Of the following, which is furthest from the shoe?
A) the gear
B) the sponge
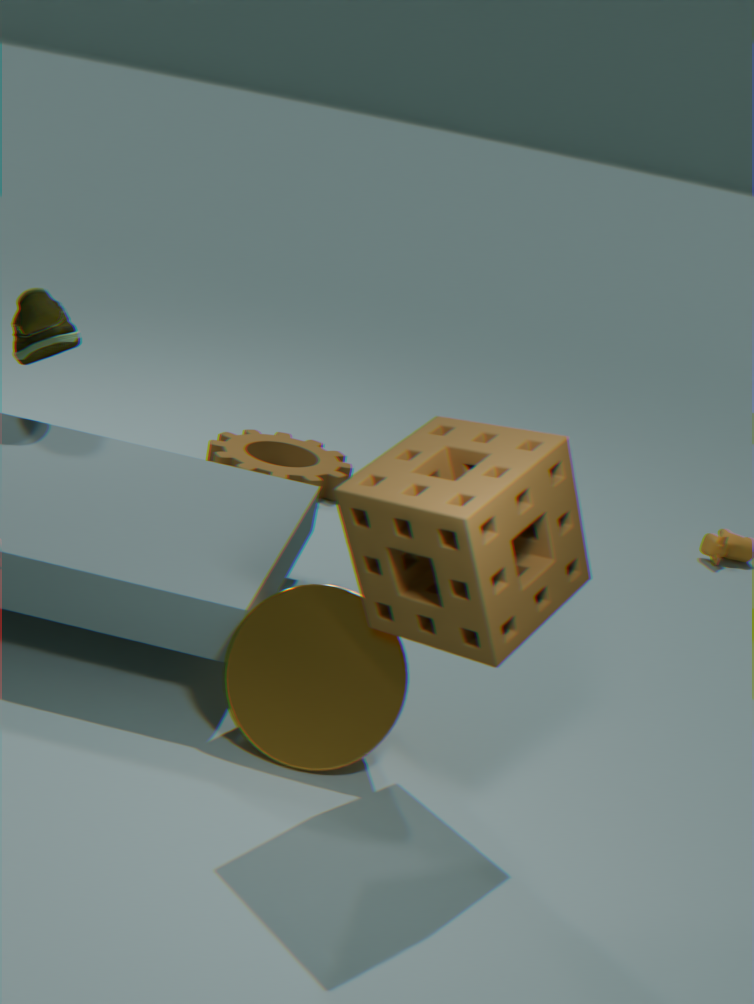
the sponge
